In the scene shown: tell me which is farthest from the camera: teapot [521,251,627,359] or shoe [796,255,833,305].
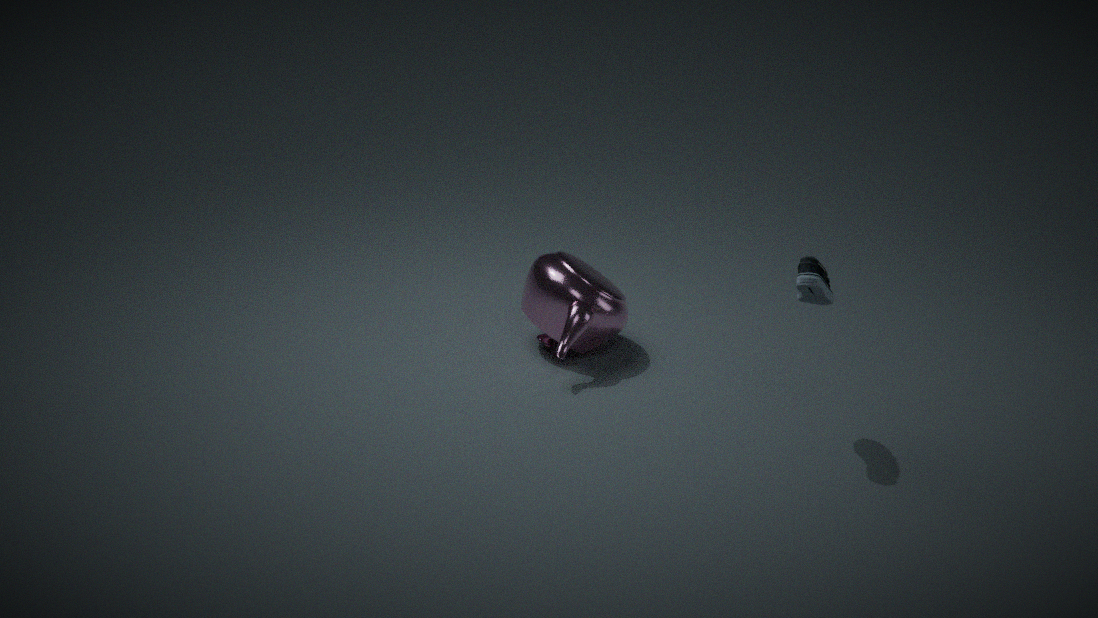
teapot [521,251,627,359]
